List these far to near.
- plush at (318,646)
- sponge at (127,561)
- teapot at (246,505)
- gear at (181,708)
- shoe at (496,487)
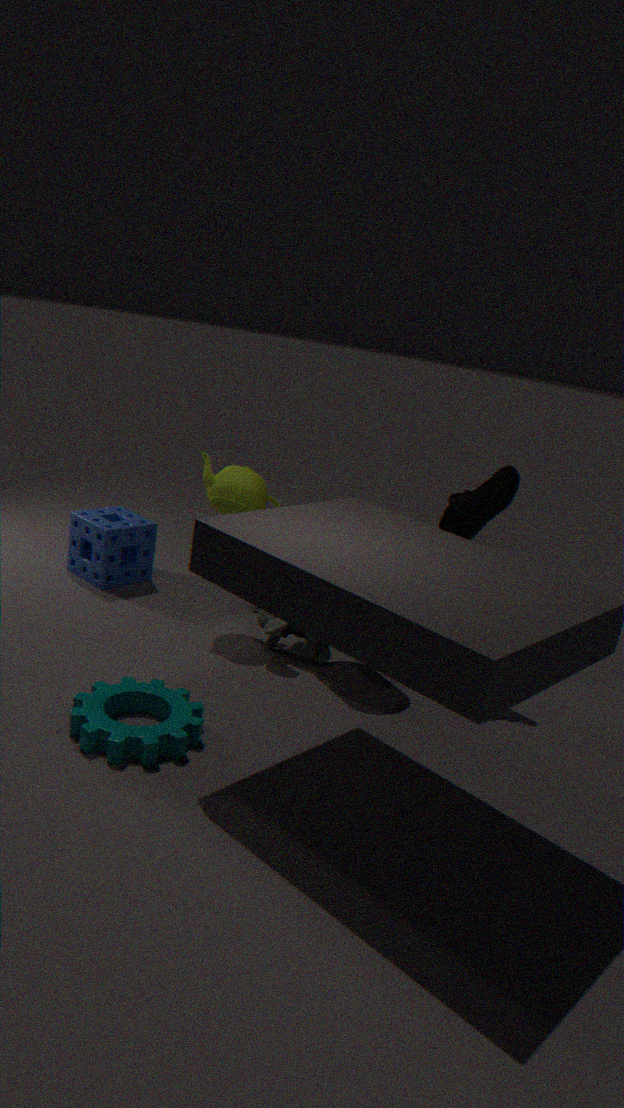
1. sponge at (127,561)
2. teapot at (246,505)
3. plush at (318,646)
4. shoe at (496,487)
5. gear at (181,708)
